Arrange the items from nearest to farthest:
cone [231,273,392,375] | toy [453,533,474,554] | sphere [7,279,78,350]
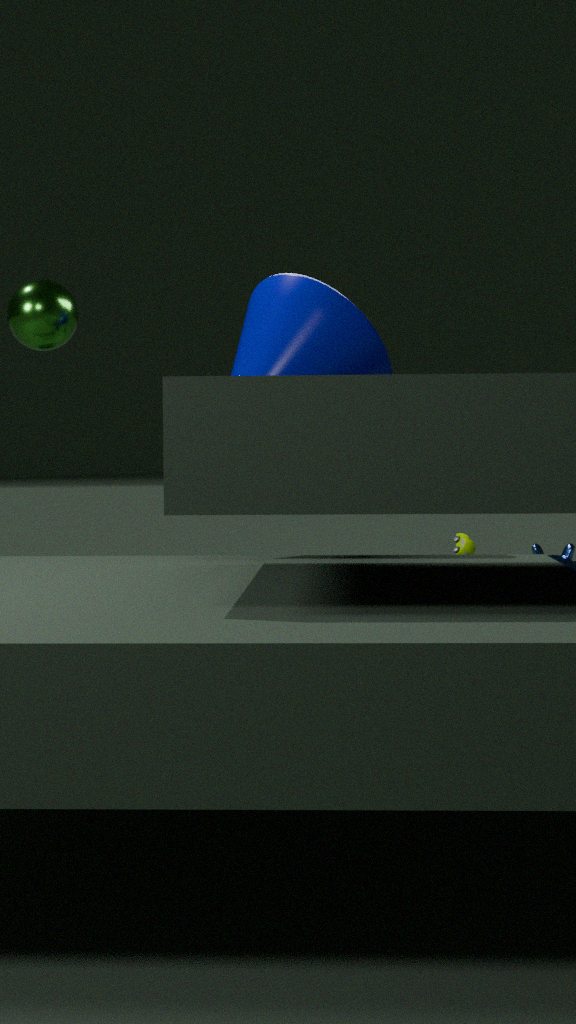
1. cone [231,273,392,375]
2. sphere [7,279,78,350]
3. toy [453,533,474,554]
